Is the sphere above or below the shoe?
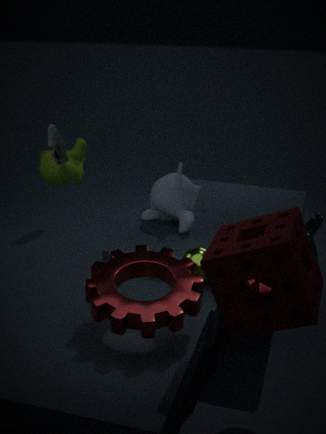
below
